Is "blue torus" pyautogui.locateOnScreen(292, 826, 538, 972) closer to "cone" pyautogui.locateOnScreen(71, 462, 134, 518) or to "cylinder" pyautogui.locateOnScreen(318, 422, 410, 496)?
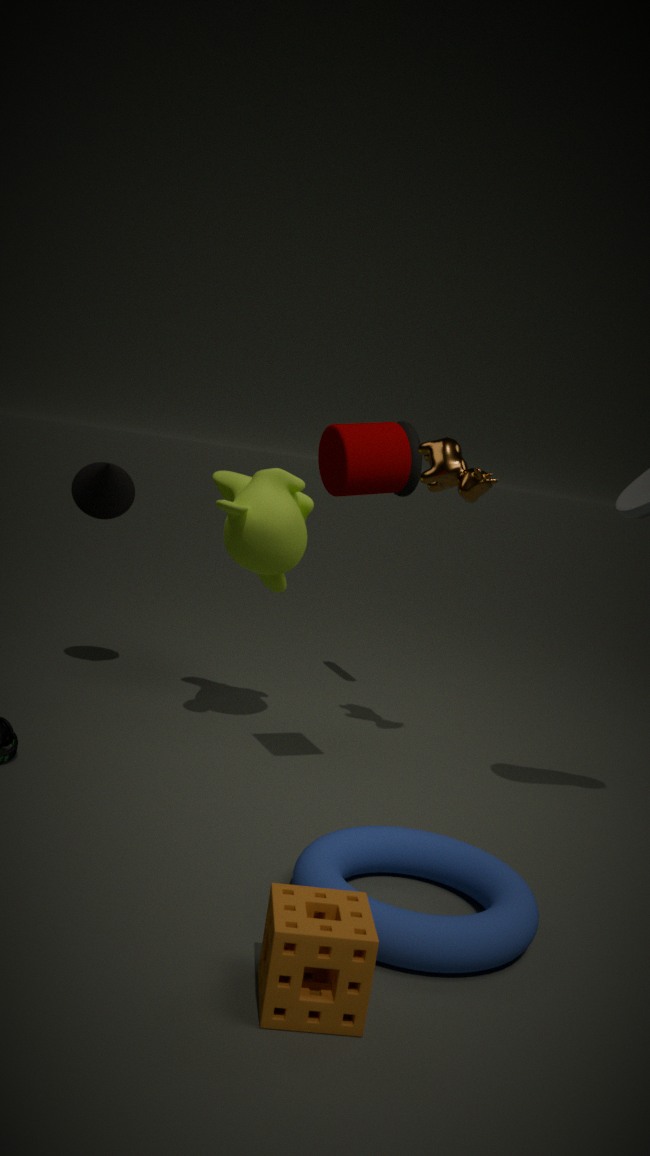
"cylinder" pyautogui.locateOnScreen(318, 422, 410, 496)
